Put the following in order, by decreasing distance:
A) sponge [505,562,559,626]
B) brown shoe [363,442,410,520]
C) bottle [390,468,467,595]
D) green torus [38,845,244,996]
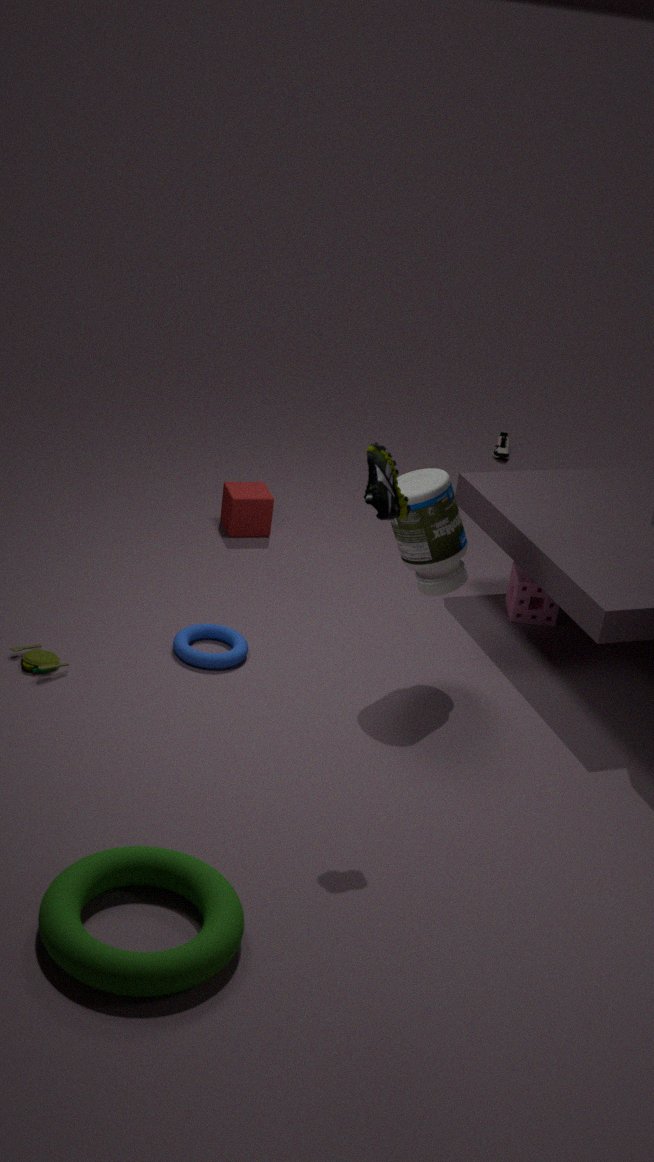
sponge [505,562,559,626] < bottle [390,468,467,595] < brown shoe [363,442,410,520] < green torus [38,845,244,996]
